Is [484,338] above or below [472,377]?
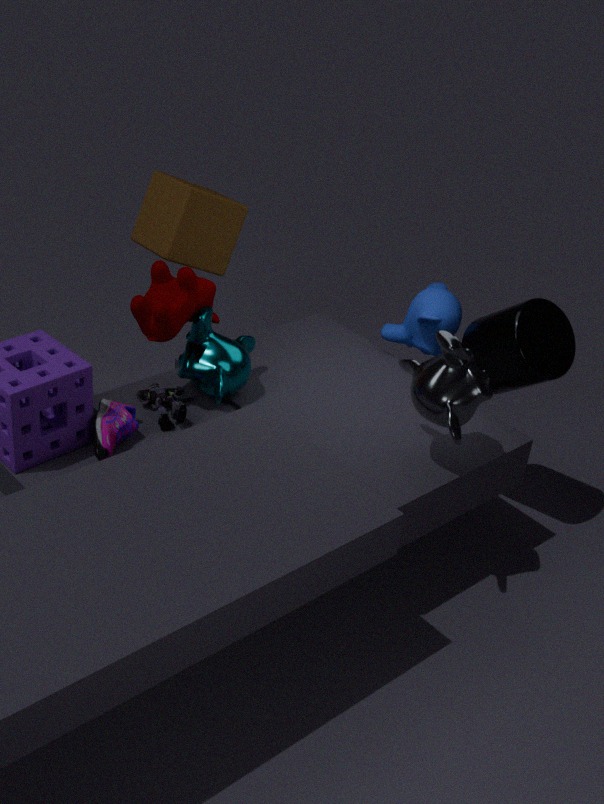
below
